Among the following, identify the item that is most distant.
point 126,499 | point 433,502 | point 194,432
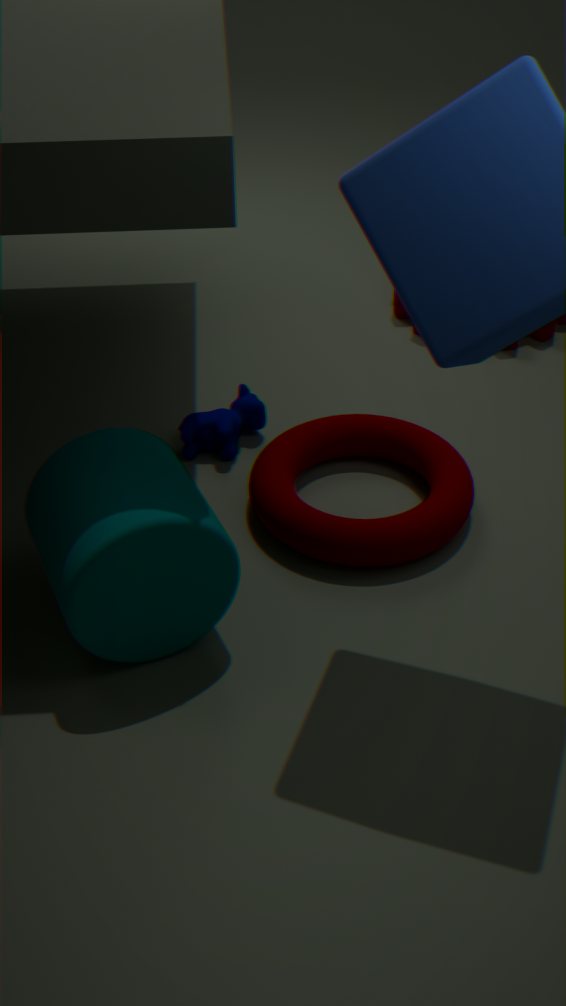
point 194,432
